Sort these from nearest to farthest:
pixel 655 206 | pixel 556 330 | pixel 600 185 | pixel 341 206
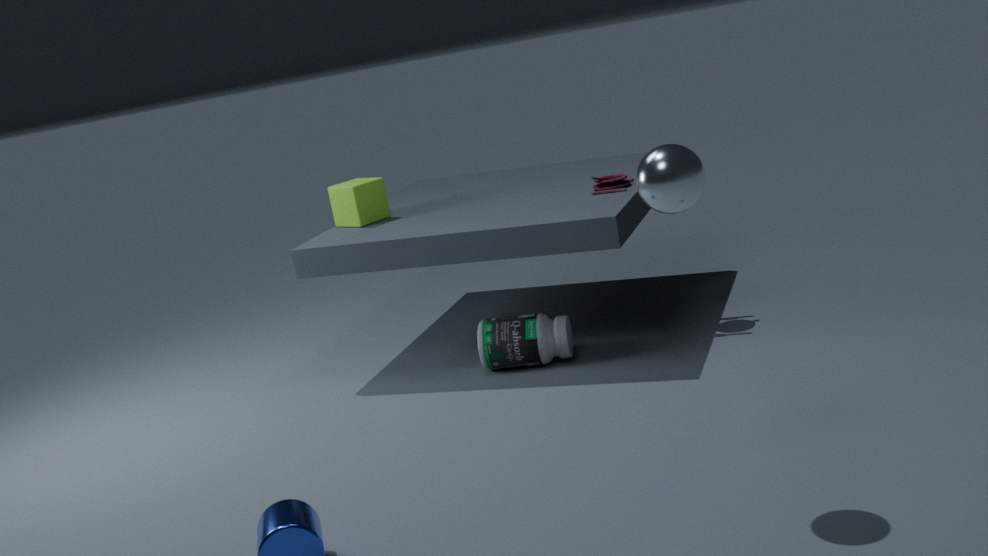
pixel 655 206 < pixel 556 330 < pixel 600 185 < pixel 341 206
